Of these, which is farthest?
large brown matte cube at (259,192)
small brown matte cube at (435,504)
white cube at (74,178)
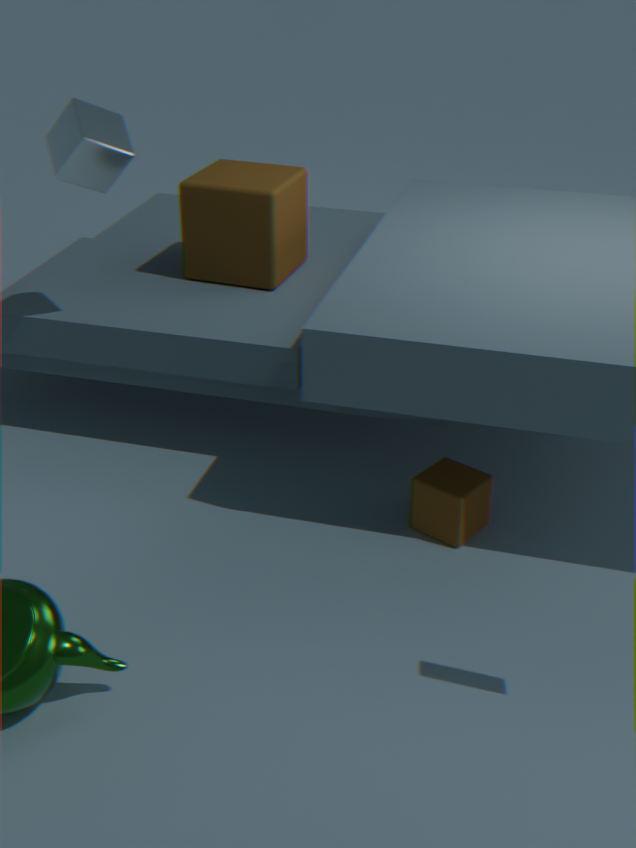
large brown matte cube at (259,192)
